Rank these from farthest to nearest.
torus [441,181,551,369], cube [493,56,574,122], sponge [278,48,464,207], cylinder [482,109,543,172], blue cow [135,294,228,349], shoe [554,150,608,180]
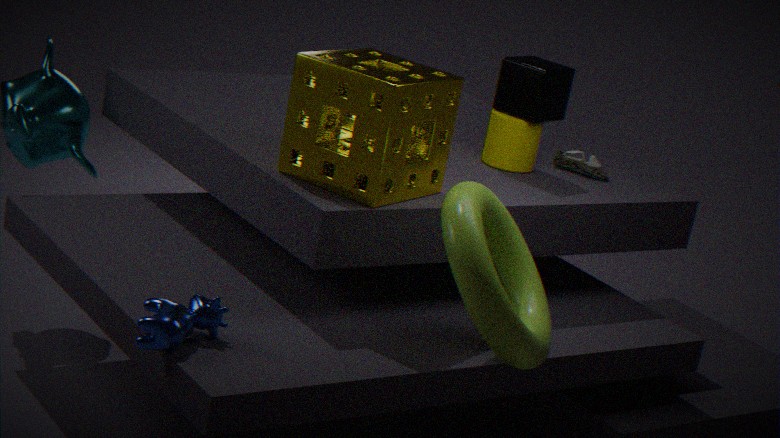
1. shoe [554,150,608,180]
2. cylinder [482,109,543,172]
3. cube [493,56,574,122]
4. sponge [278,48,464,207]
5. torus [441,181,551,369]
6. blue cow [135,294,228,349]
